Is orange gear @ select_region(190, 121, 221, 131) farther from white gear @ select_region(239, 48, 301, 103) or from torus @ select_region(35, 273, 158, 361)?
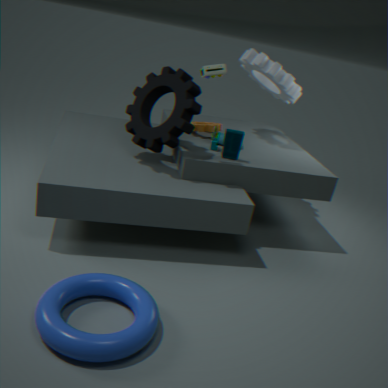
torus @ select_region(35, 273, 158, 361)
